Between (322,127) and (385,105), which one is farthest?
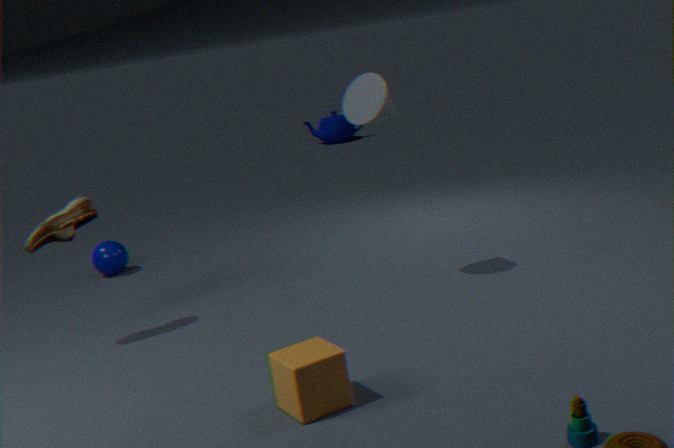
(322,127)
